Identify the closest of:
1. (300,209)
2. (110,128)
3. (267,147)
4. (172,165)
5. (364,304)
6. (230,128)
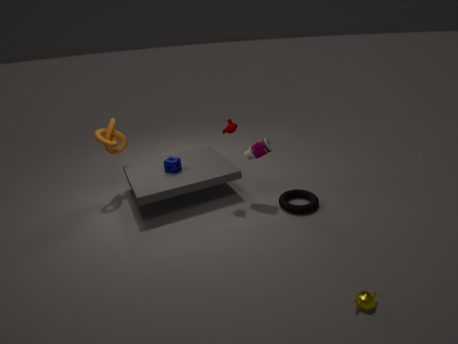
(364,304)
